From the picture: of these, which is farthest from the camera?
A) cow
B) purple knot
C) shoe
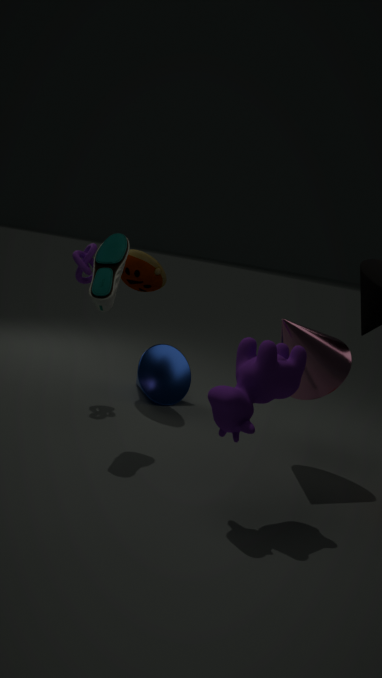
purple knot
